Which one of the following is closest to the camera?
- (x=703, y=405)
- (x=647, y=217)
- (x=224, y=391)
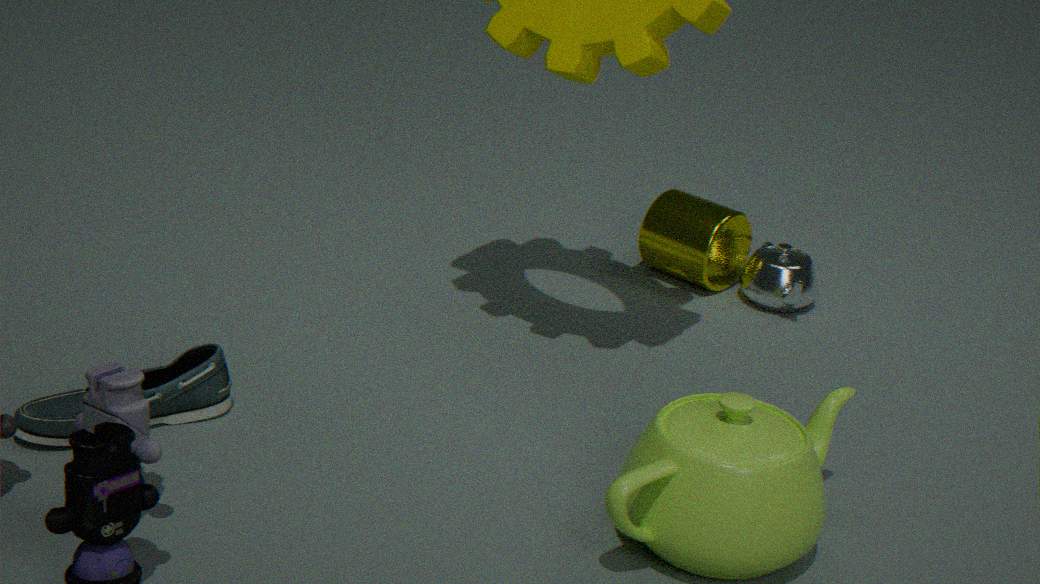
(x=703, y=405)
